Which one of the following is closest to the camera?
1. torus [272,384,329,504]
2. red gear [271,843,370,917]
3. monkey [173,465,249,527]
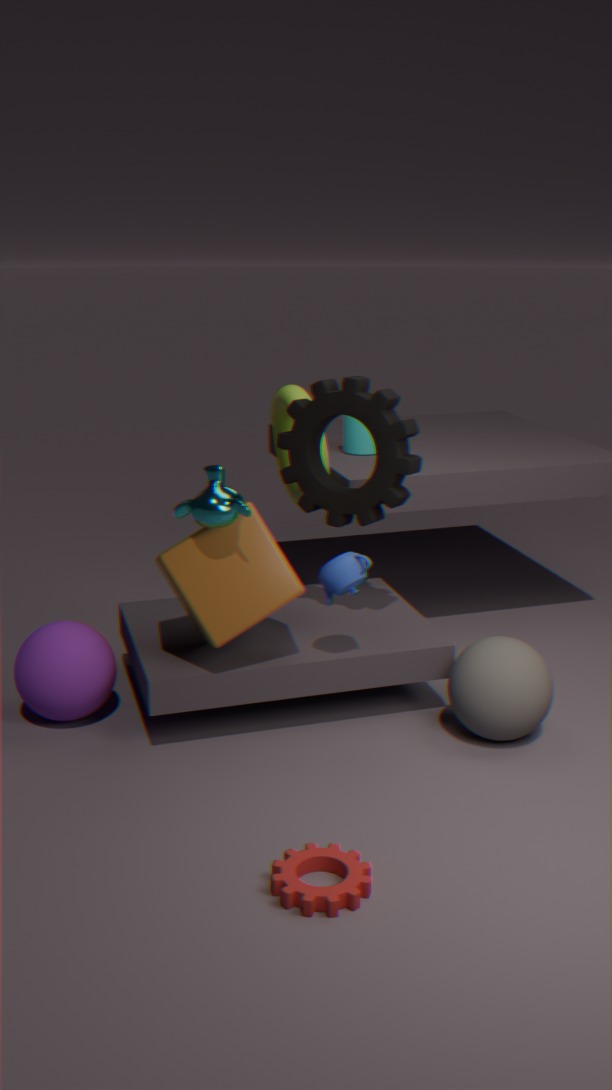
red gear [271,843,370,917]
